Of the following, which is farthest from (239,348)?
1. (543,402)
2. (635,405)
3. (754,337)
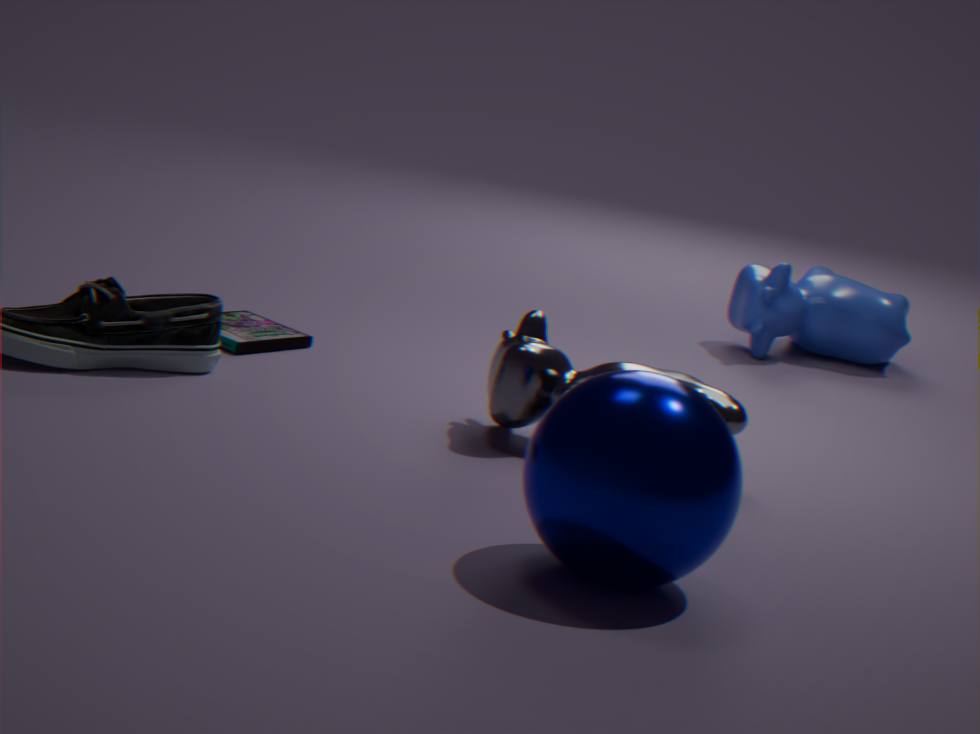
(754,337)
